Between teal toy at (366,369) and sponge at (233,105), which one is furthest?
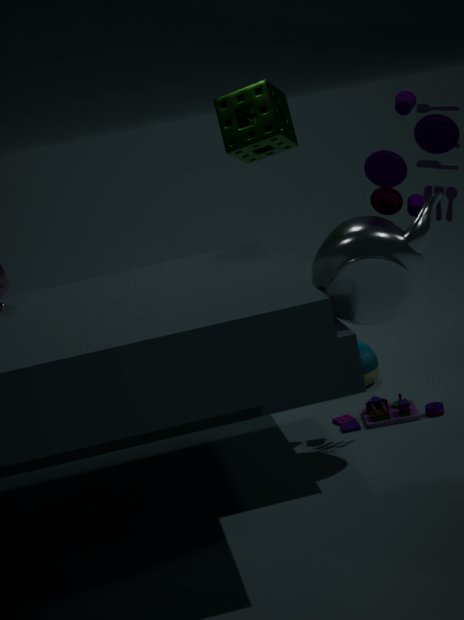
teal toy at (366,369)
